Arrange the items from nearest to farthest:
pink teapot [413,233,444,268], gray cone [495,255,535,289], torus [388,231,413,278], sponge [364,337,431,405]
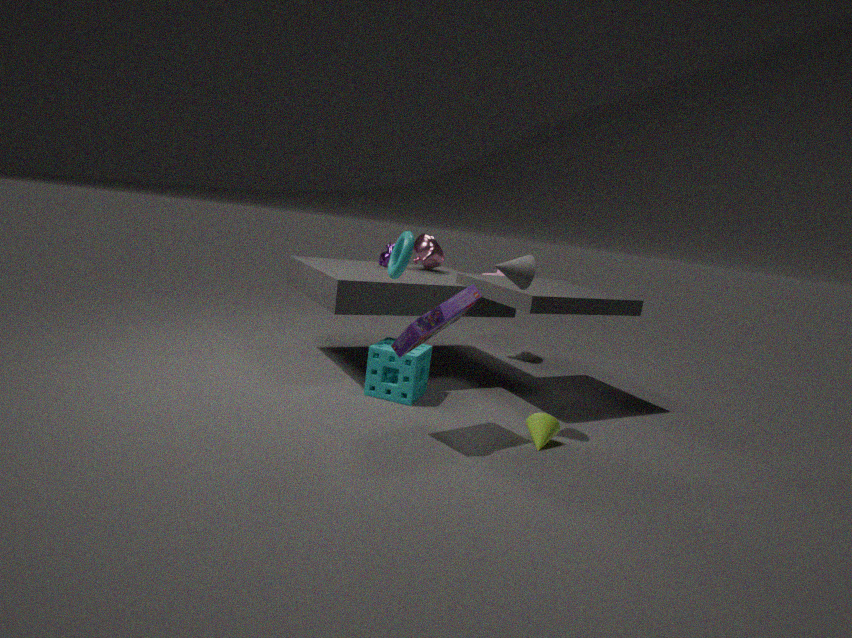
torus [388,231,413,278] < gray cone [495,255,535,289] < sponge [364,337,431,405] < pink teapot [413,233,444,268]
